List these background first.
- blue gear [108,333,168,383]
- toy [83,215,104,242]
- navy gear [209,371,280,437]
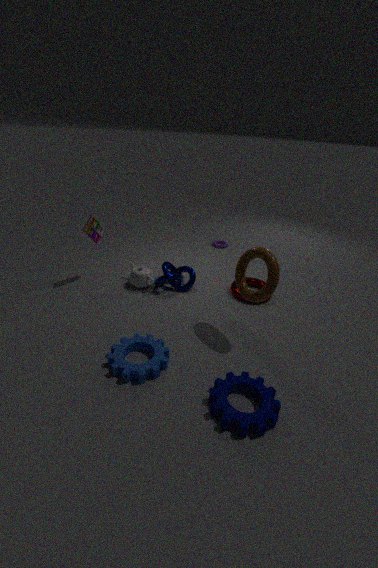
1. toy [83,215,104,242]
2. blue gear [108,333,168,383]
3. navy gear [209,371,280,437]
